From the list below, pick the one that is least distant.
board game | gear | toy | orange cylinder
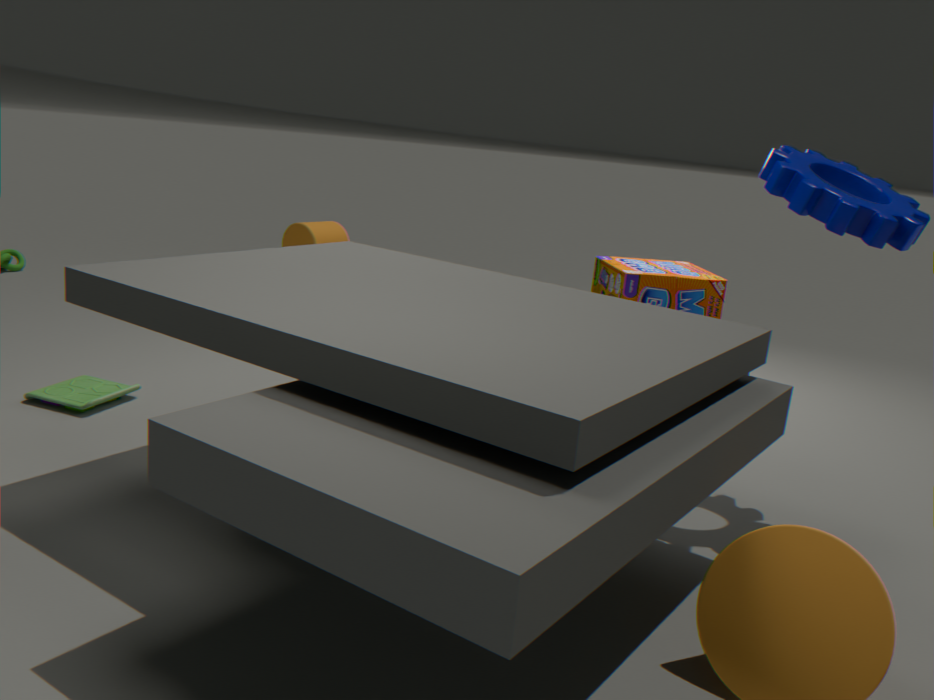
gear
